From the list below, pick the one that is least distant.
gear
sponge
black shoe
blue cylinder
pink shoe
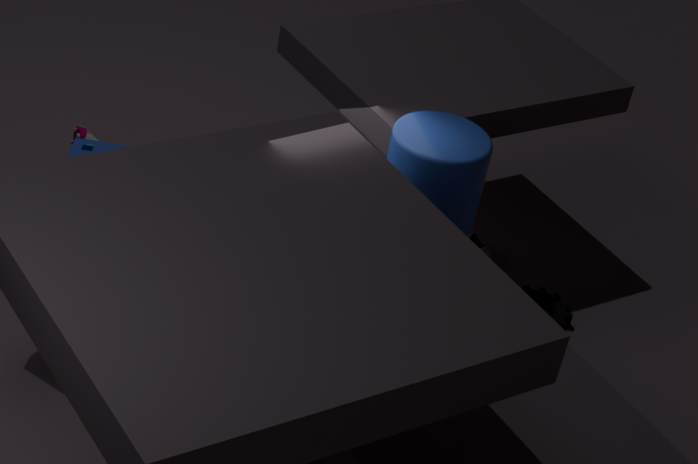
blue cylinder
